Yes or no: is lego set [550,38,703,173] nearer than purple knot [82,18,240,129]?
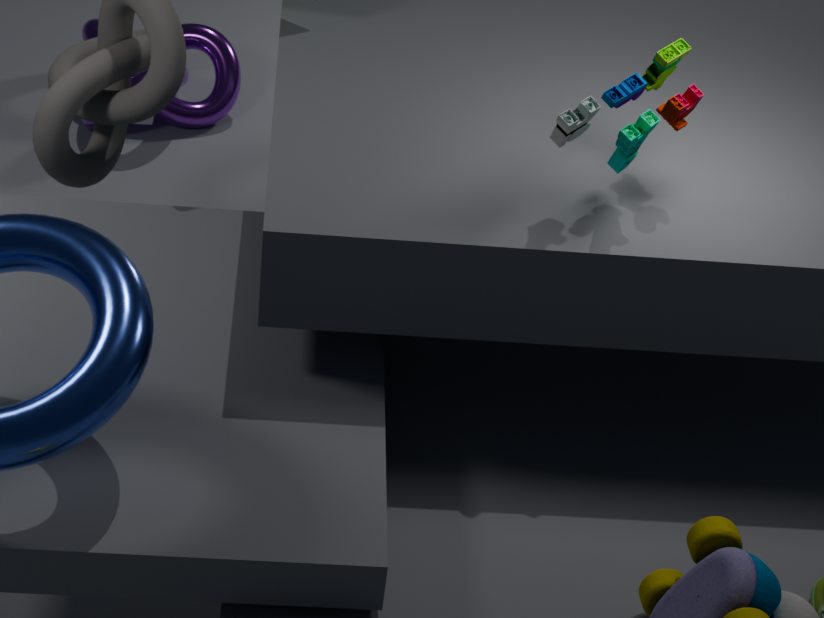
Yes
